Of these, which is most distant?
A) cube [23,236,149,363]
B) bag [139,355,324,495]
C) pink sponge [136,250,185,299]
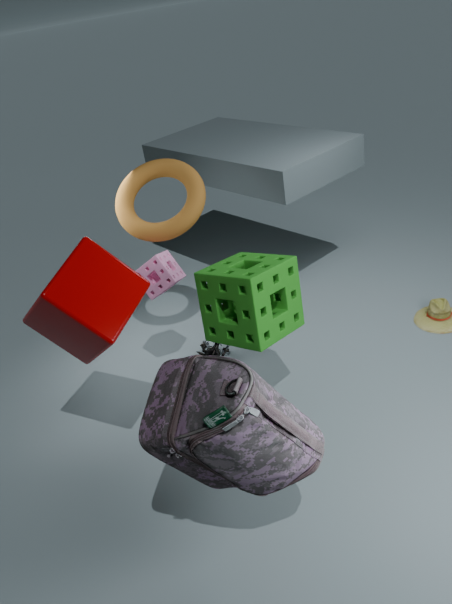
pink sponge [136,250,185,299]
